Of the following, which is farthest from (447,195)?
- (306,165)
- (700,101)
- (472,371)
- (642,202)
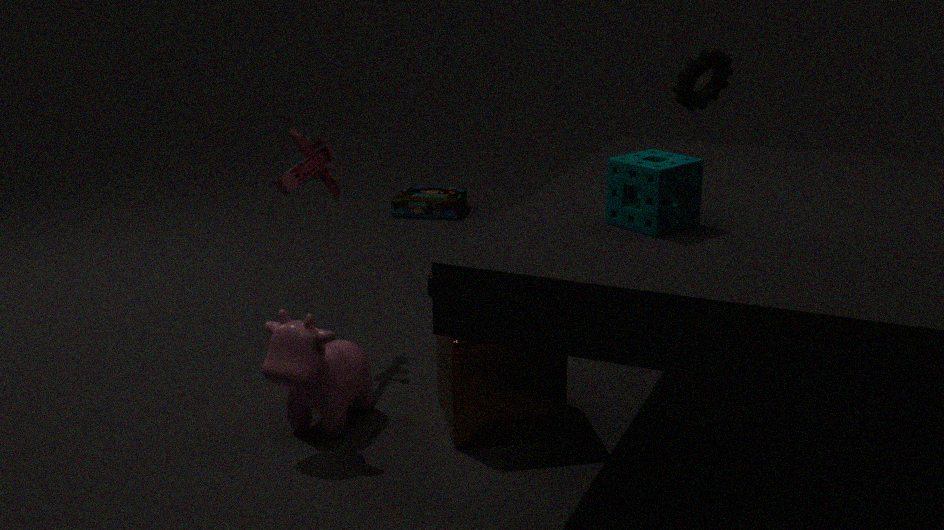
(642,202)
